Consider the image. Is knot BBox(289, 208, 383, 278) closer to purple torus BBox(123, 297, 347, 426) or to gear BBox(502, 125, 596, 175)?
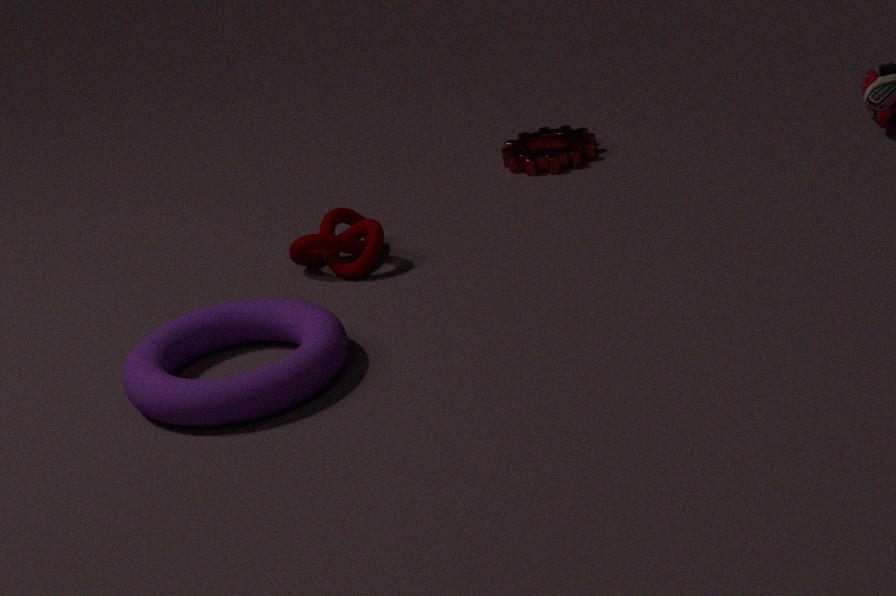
purple torus BBox(123, 297, 347, 426)
